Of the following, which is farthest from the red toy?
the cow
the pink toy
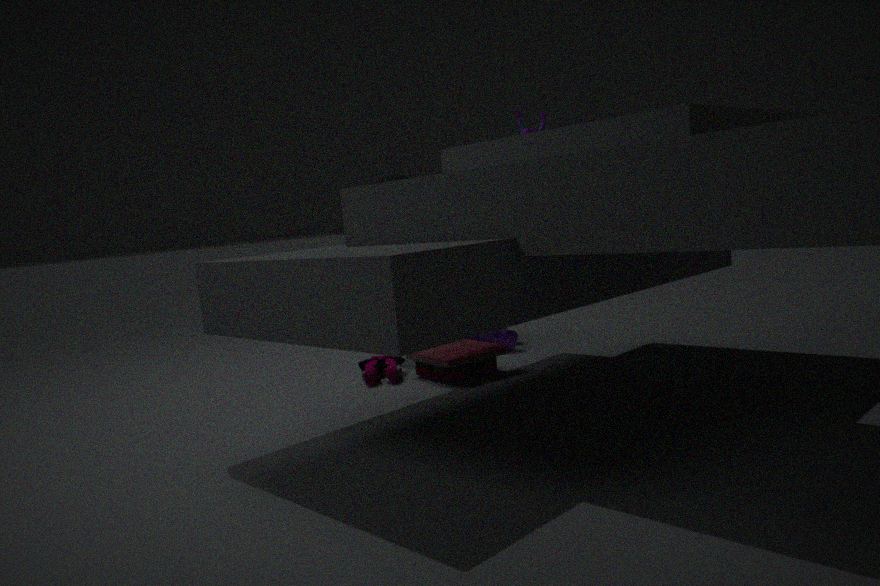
the cow
